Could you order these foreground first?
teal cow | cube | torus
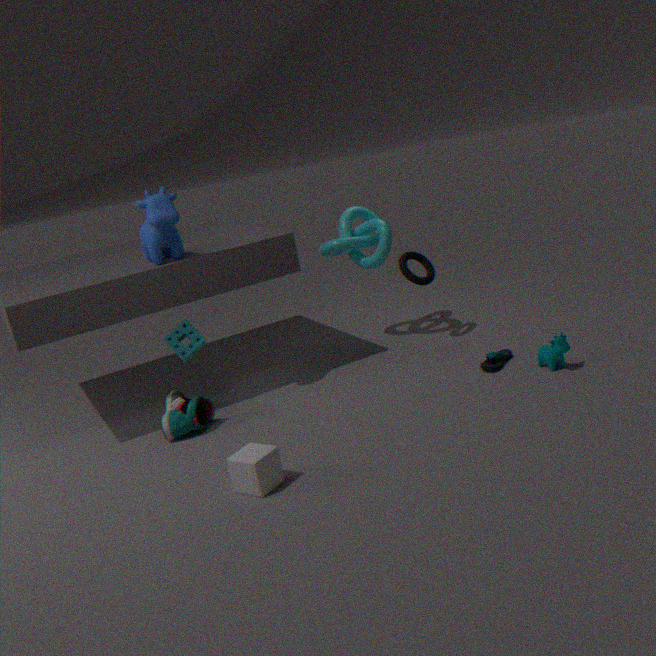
cube < teal cow < torus
